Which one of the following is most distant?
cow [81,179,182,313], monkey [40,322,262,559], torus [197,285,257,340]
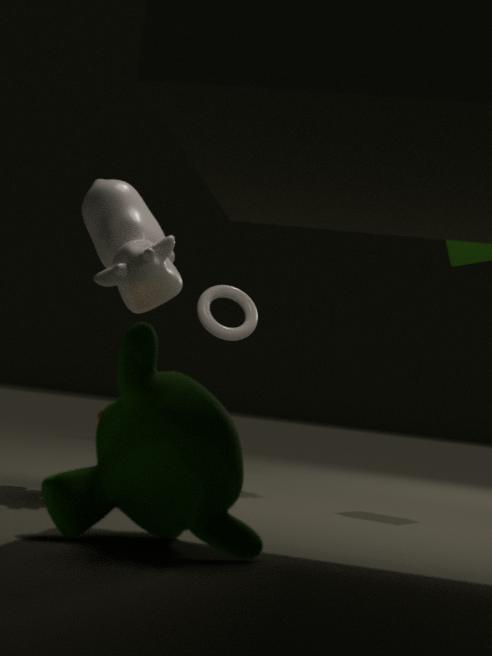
torus [197,285,257,340]
